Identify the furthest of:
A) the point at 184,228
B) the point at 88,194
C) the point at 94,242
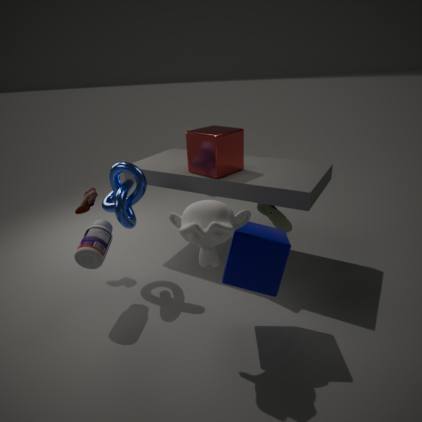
the point at 88,194
